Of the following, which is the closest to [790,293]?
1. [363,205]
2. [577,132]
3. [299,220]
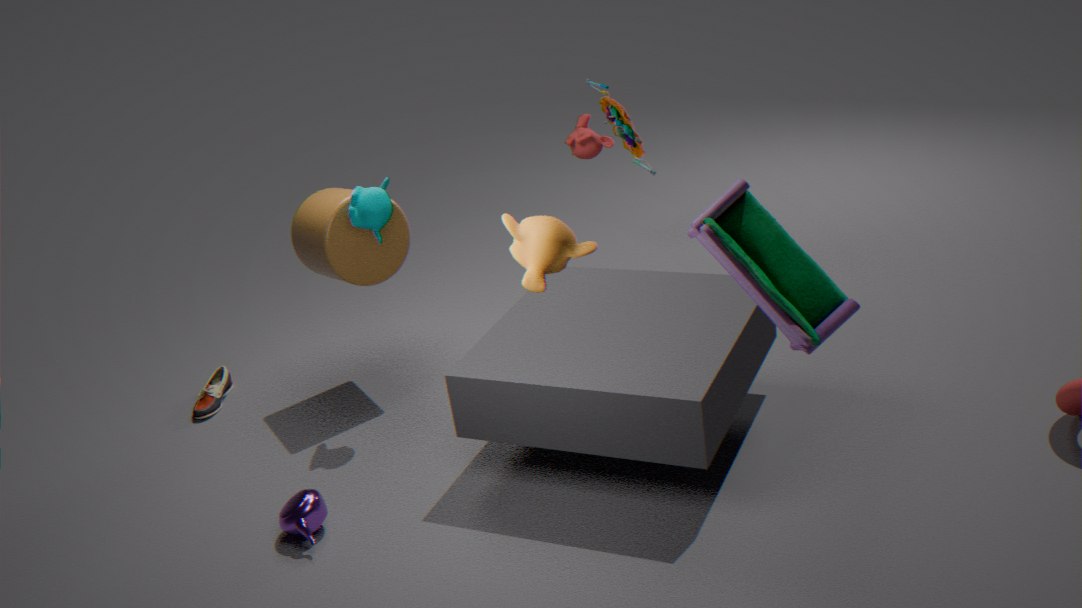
[363,205]
